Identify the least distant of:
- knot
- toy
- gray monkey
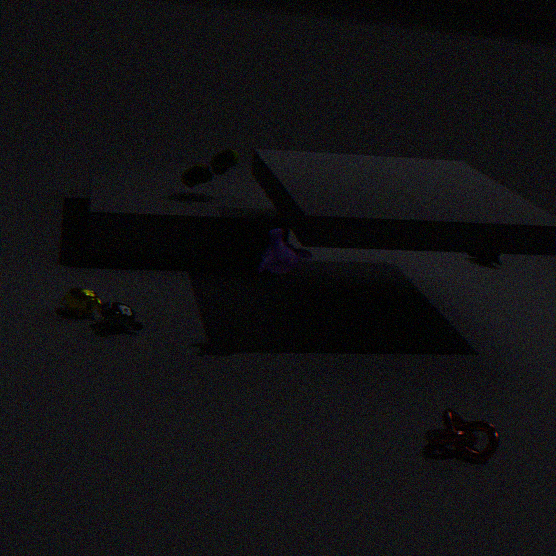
knot
